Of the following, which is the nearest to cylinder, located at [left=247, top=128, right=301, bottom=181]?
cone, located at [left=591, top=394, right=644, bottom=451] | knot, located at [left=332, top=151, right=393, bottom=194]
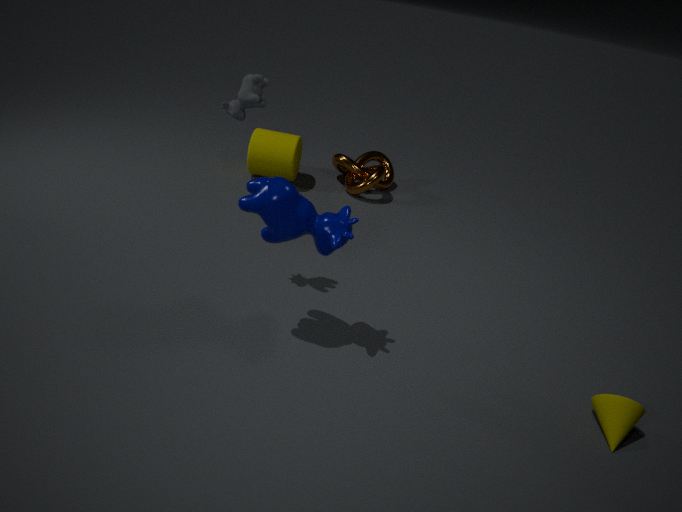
knot, located at [left=332, top=151, right=393, bottom=194]
